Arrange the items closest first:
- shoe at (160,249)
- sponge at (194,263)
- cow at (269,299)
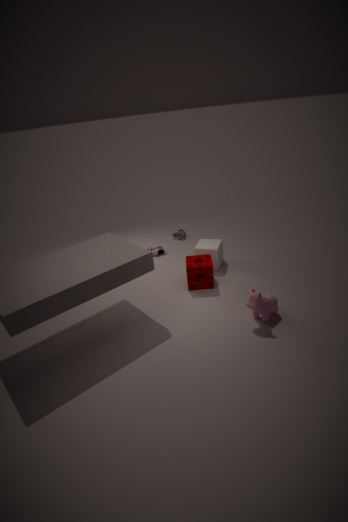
cow at (269,299)
sponge at (194,263)
shoe at (160,249)
